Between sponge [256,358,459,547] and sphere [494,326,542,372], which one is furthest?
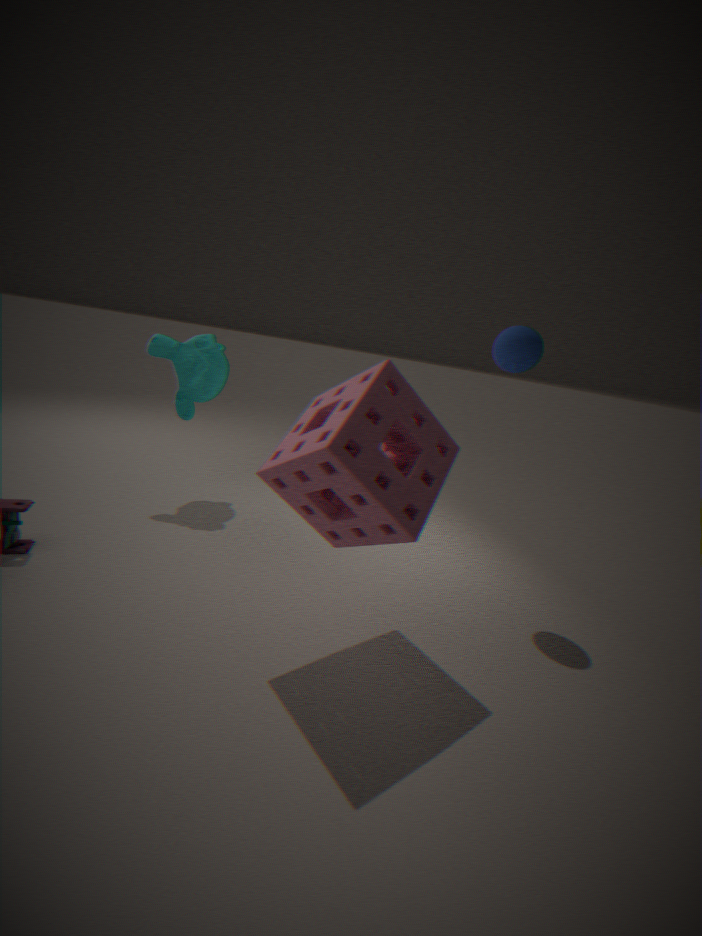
sphere [494,326,542,372]
